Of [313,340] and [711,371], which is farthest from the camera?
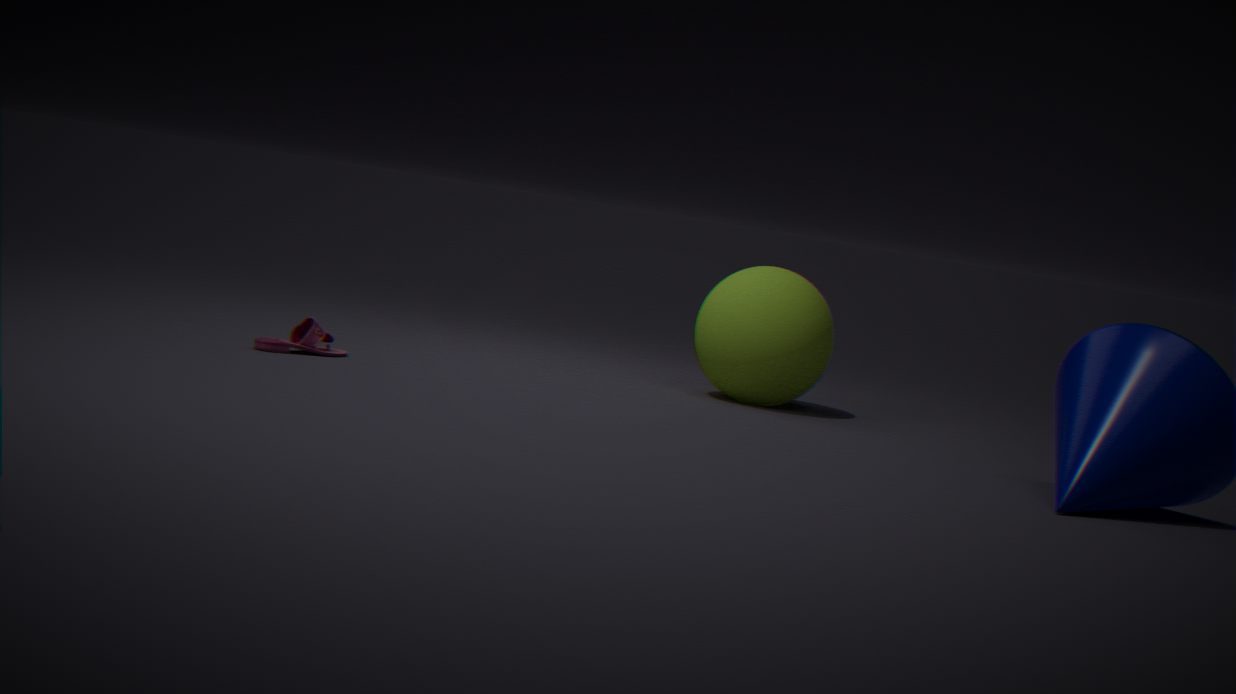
[711,371]
